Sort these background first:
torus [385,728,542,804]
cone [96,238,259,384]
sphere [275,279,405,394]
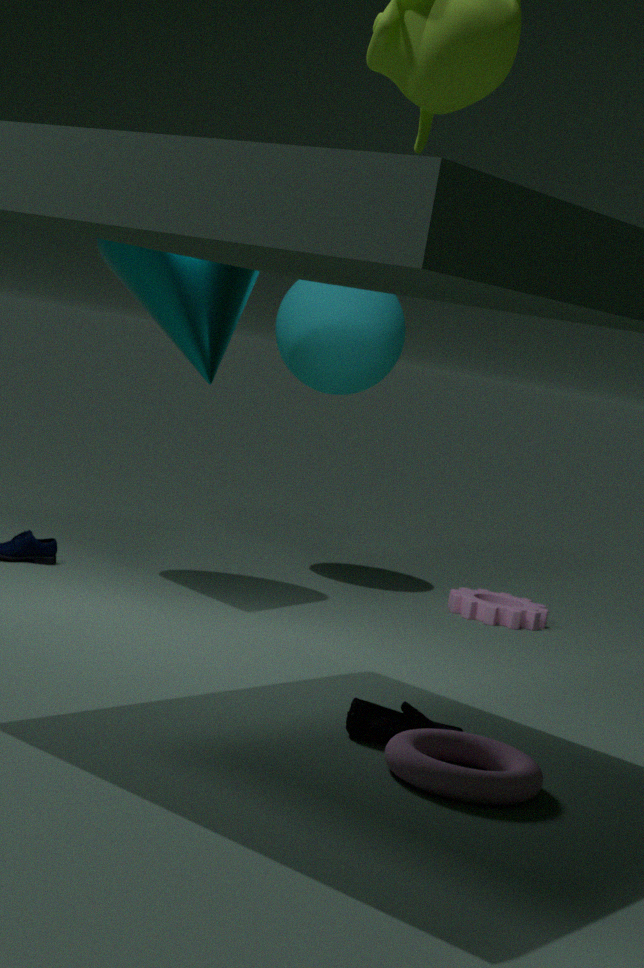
sphere [275,279,405,394] → cone [96,238,259,384] → torus [385,728,542,804]
